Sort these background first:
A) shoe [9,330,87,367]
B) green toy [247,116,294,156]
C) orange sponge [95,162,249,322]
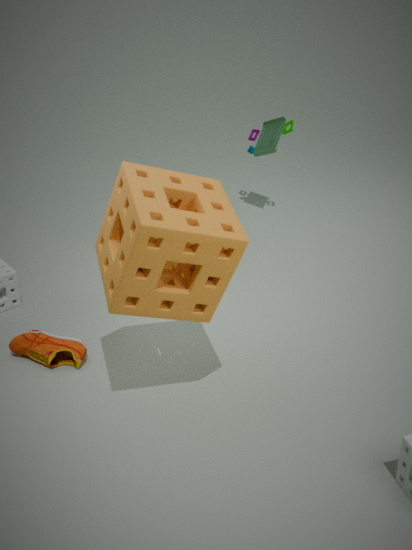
green toy [247,116,294,156] < shoe [9,330,87,367] < orange sponge [95,162,249,322]
